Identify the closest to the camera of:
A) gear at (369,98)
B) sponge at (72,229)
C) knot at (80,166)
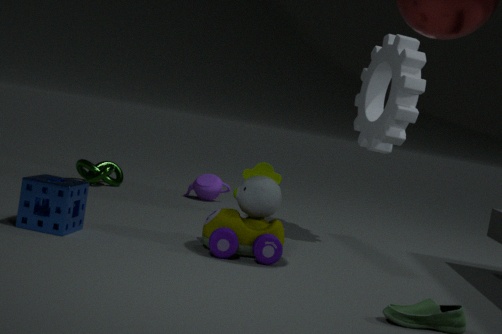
sponge at (72,229)
